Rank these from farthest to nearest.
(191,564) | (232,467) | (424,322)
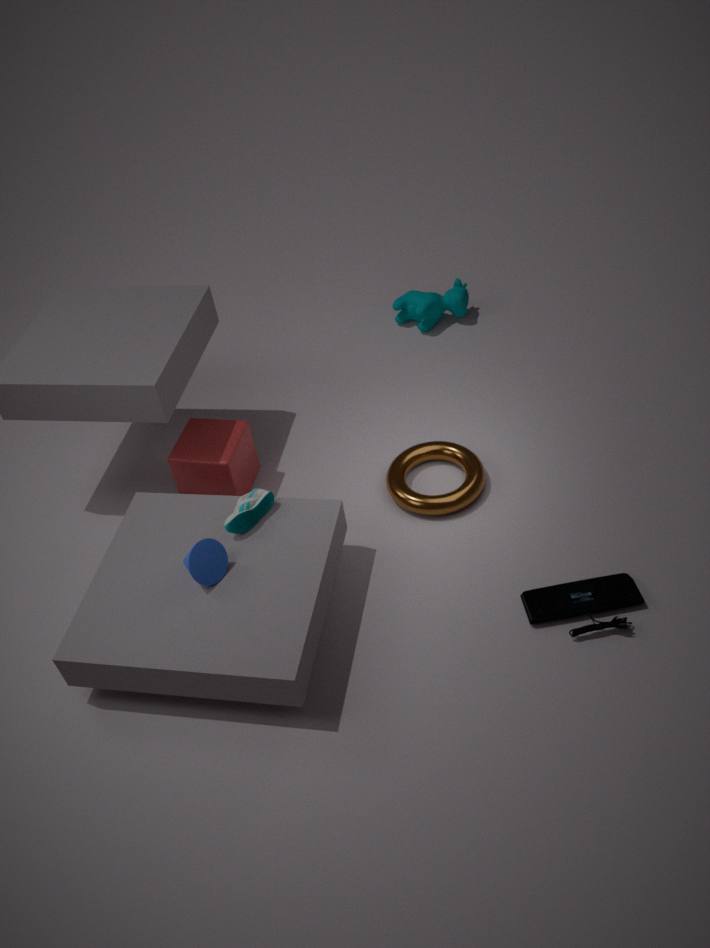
(424,322) → (232,467) → (191,564)
